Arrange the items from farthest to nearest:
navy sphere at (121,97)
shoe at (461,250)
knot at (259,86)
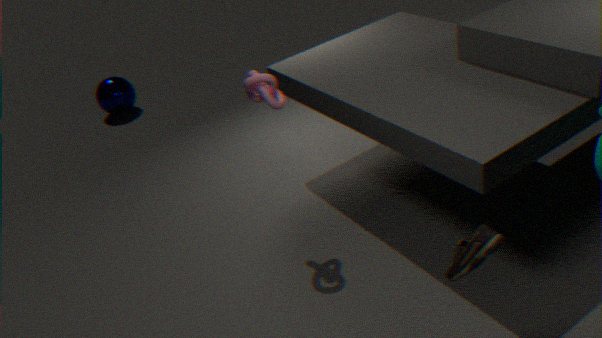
navy sphere at (121,97) → knot at (259,86) → shoe at (461,250)
